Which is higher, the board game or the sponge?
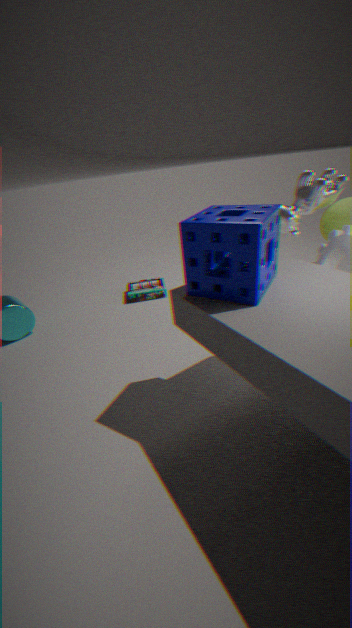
the sponge
